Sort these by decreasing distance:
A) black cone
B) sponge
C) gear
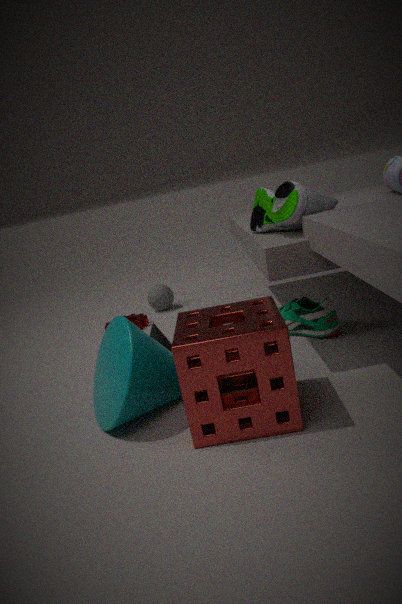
gear, black cone, sponge
